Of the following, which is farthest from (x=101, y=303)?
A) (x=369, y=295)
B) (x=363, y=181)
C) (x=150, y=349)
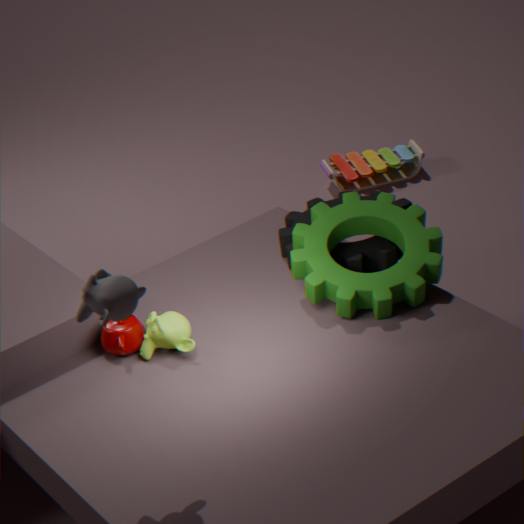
(x=363, y=181)
